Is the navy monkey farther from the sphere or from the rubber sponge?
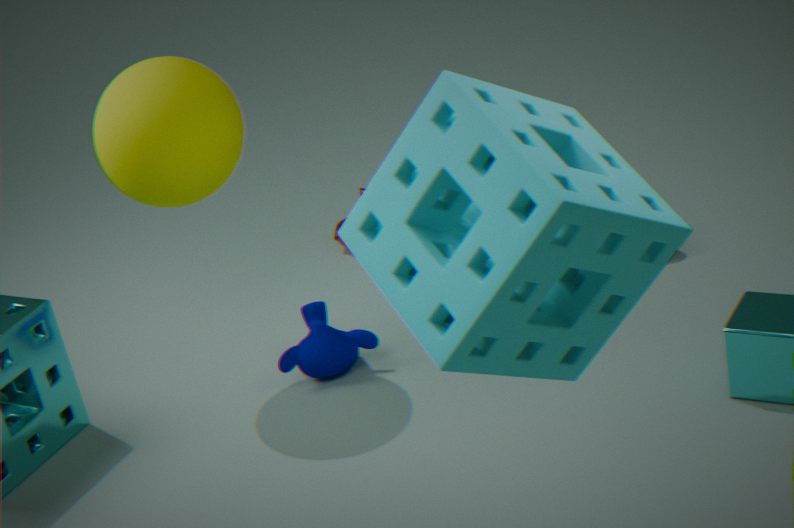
the rubber sponge
